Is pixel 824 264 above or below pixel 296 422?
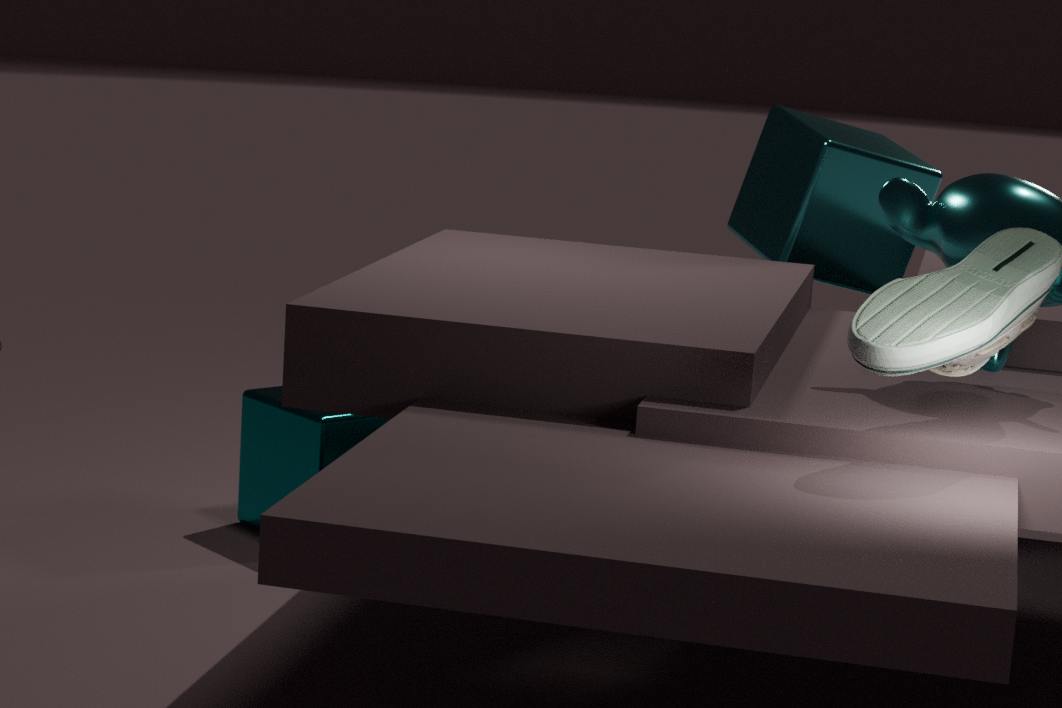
above
